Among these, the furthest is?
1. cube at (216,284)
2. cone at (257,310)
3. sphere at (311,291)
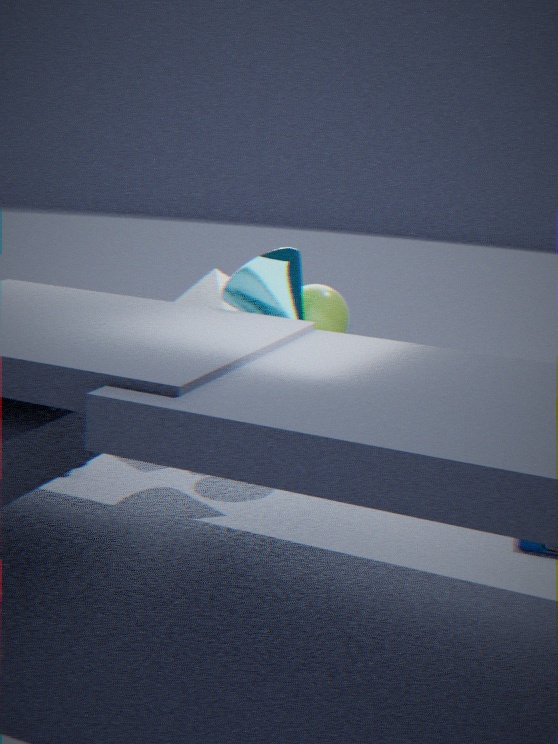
cube at (216,284)
